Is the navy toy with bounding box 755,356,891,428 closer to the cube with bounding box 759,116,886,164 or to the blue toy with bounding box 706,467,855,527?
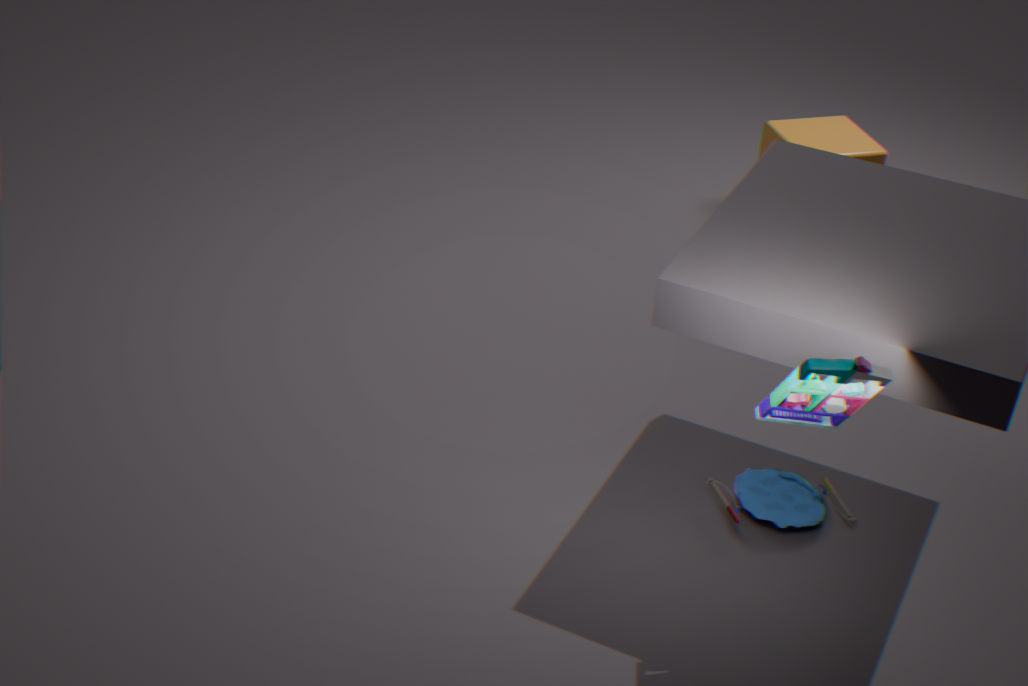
the blue toy with bounding box 706,467,855,527
